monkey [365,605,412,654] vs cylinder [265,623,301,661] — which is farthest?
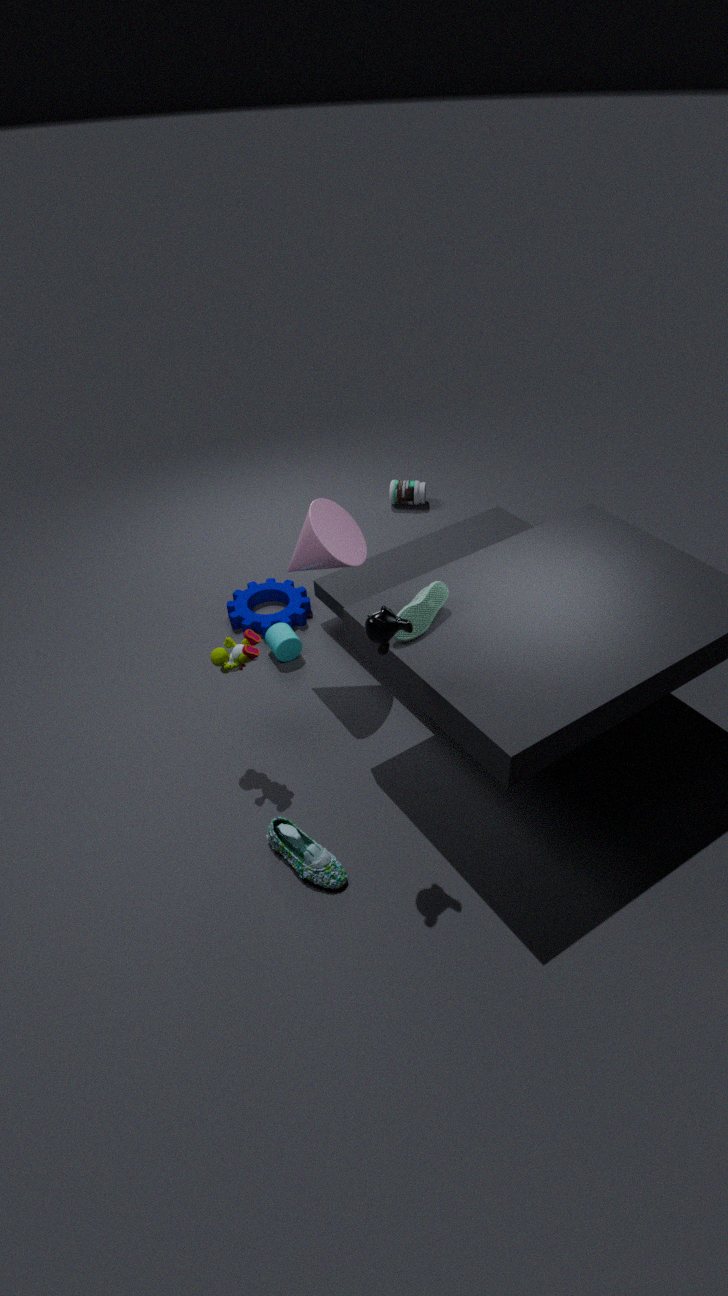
cylinder [265,623,301,661]
